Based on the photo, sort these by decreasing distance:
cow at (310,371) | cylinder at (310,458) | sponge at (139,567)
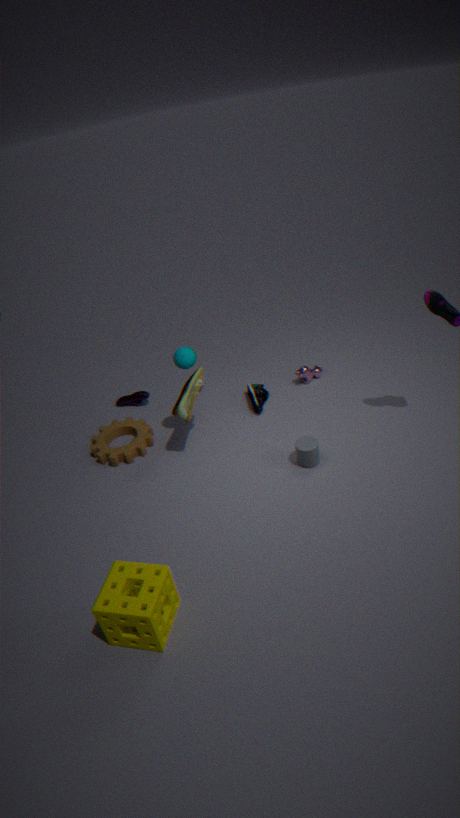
cow at (310,371), cylinder at (310,458), sponge at (139,567)
